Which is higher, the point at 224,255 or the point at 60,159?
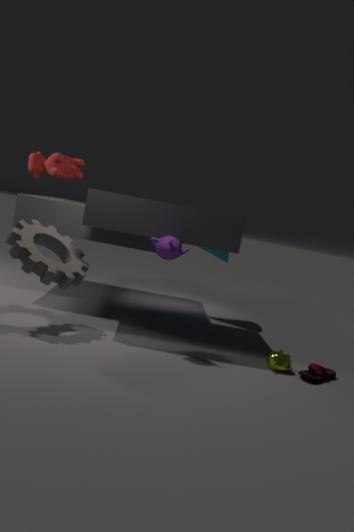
the point at 60,159
